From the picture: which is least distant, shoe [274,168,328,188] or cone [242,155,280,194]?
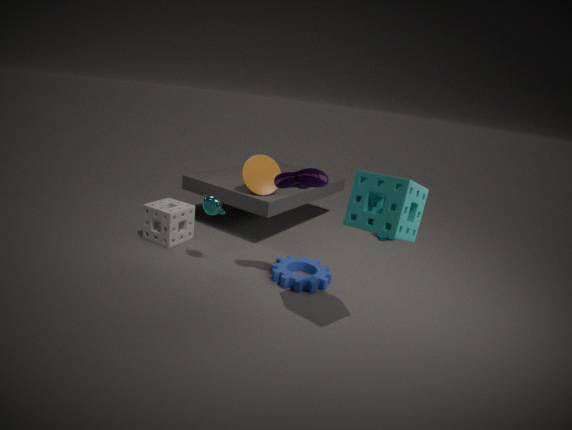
shoe [274,168,328,188]
